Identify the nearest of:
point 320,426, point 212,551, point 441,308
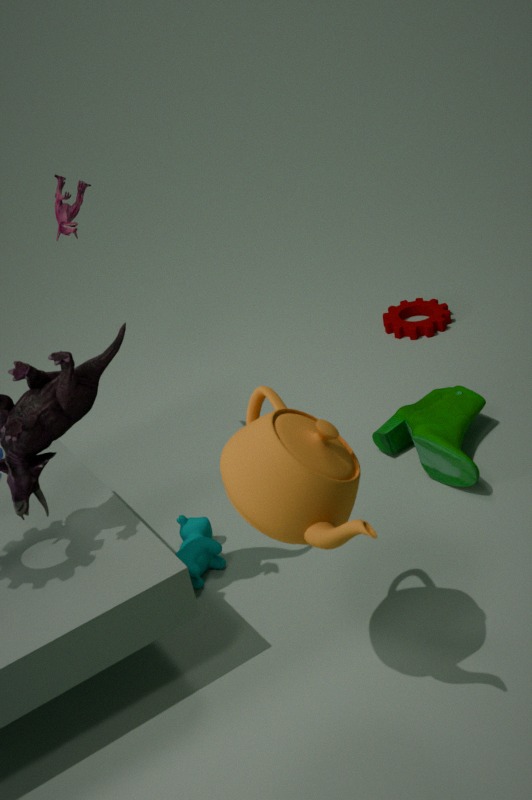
point 320,426
